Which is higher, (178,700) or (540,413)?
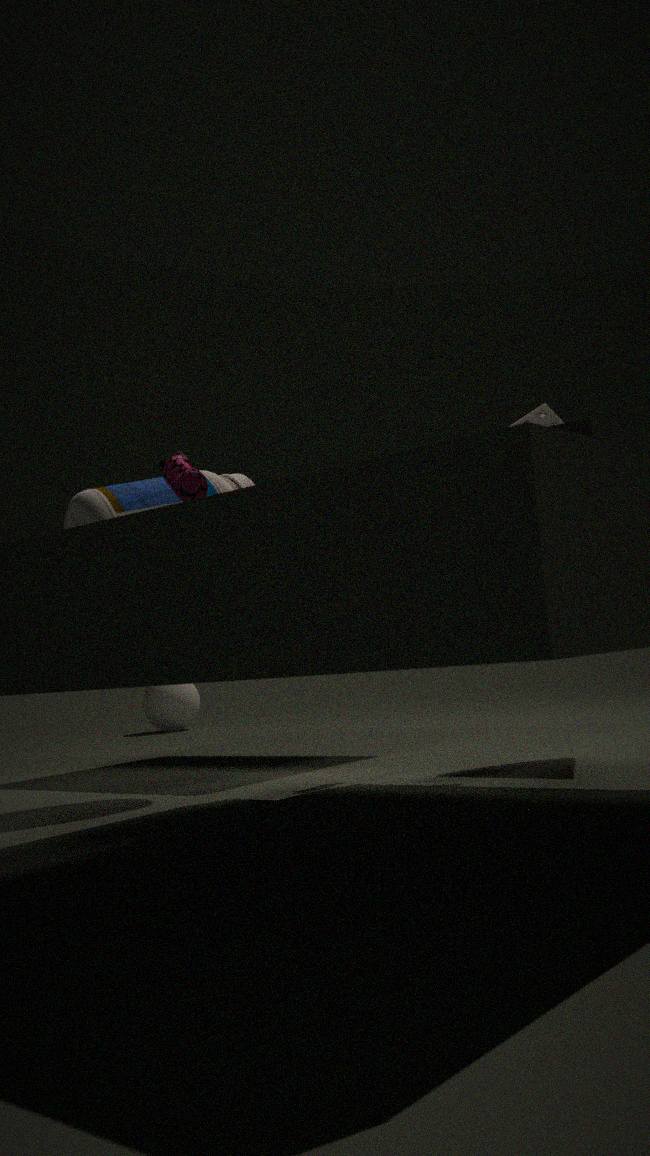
(540,413)
